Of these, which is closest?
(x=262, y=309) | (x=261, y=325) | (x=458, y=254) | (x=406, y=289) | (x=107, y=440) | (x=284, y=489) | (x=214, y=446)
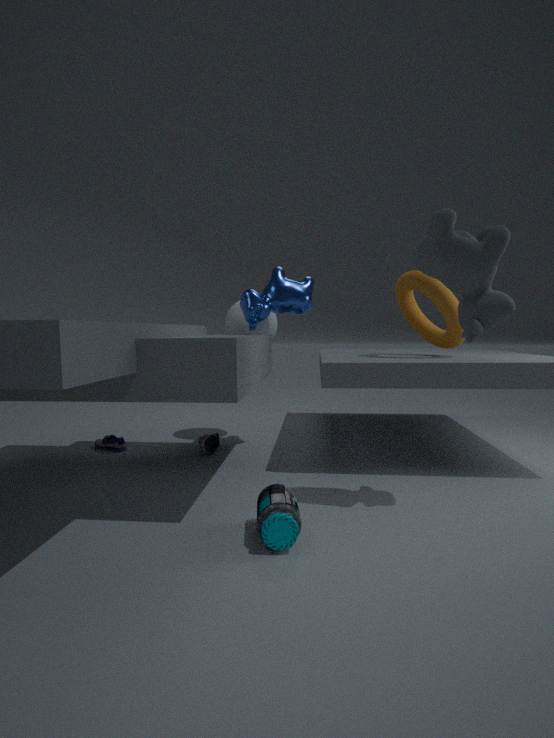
(x=458, y=254)
